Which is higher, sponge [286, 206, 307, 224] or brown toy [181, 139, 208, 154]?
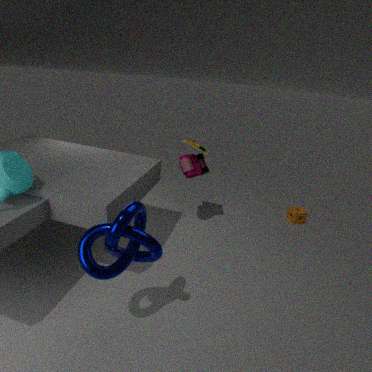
brown toy [181, 139, 208, 154]
